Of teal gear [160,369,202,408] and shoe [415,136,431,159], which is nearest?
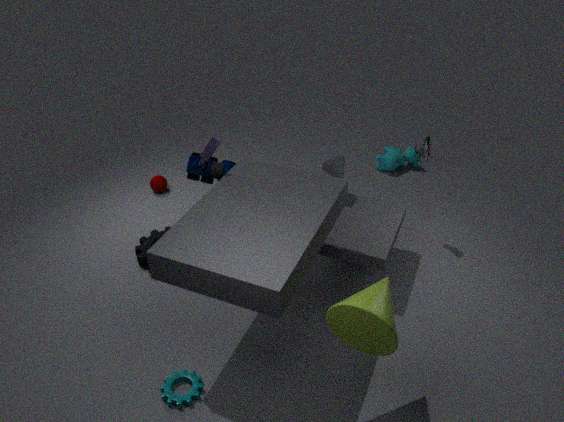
teal gear [160,369,202,408]
